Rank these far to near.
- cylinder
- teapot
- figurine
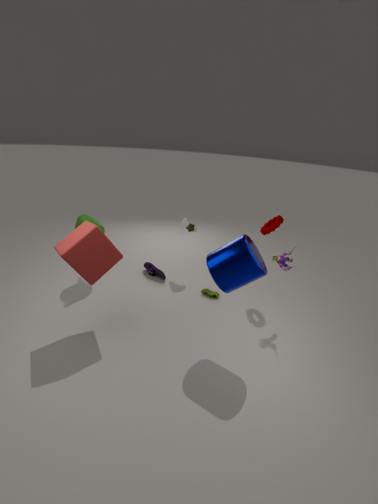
1. teapot
2. figurine
3. cylinder
